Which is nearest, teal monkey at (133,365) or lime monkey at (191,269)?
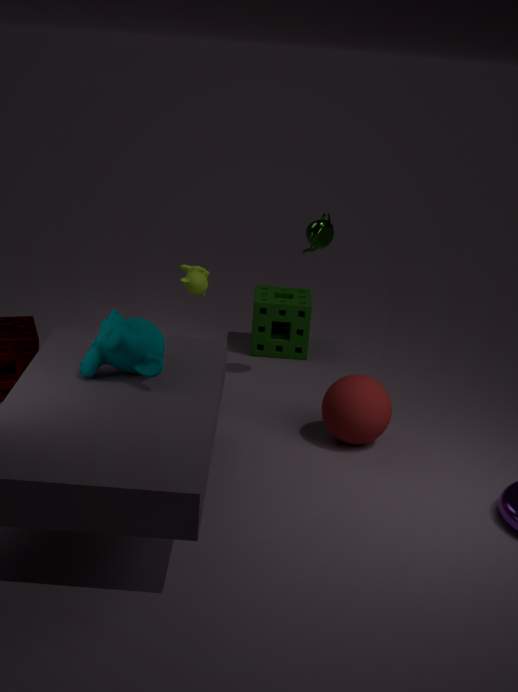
teal monkey at (133,365)
